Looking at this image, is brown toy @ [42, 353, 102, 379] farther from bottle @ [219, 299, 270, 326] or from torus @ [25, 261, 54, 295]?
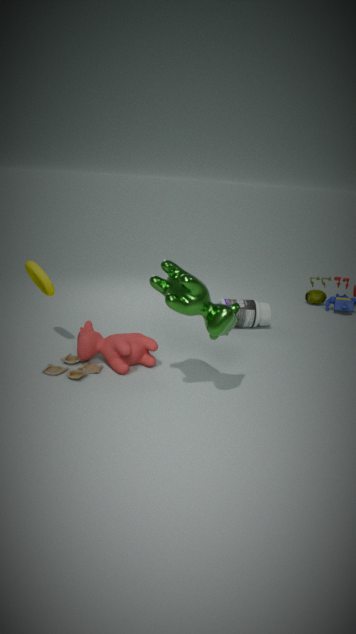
bottle @ [219, 299, 270, 326]
